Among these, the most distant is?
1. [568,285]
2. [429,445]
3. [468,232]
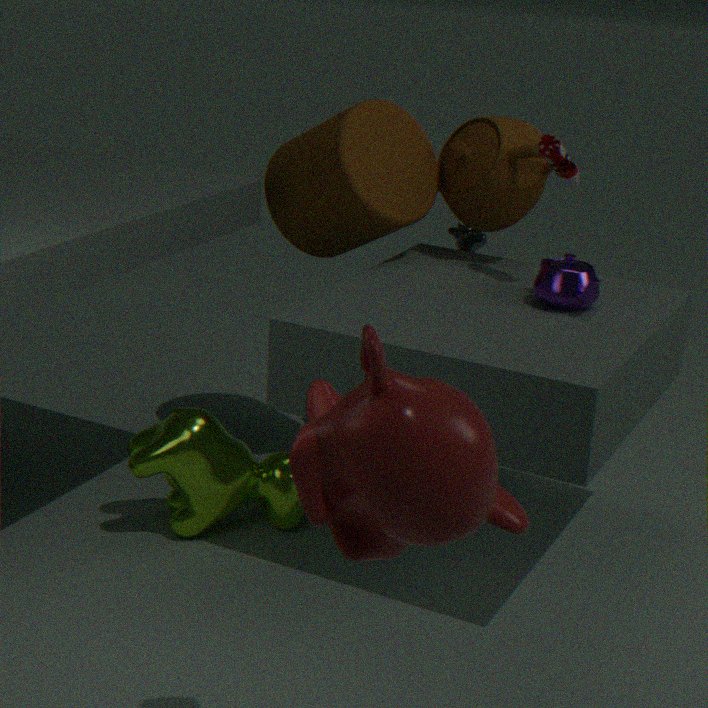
[468,232]
